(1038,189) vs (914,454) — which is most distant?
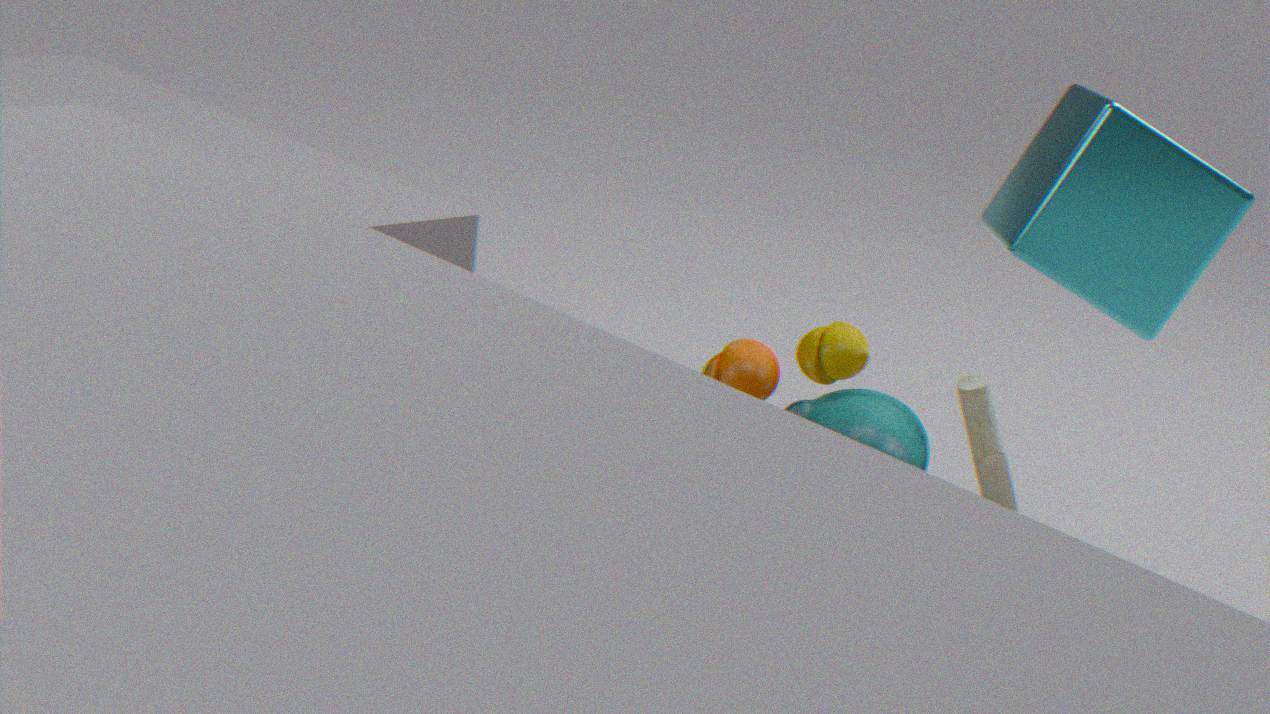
(914,454)
